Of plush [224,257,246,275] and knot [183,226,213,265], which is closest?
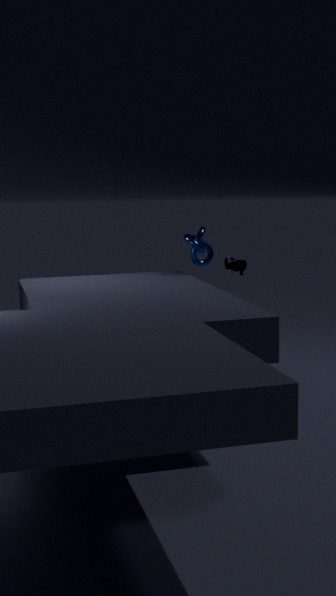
knot [183,226,213,265]
